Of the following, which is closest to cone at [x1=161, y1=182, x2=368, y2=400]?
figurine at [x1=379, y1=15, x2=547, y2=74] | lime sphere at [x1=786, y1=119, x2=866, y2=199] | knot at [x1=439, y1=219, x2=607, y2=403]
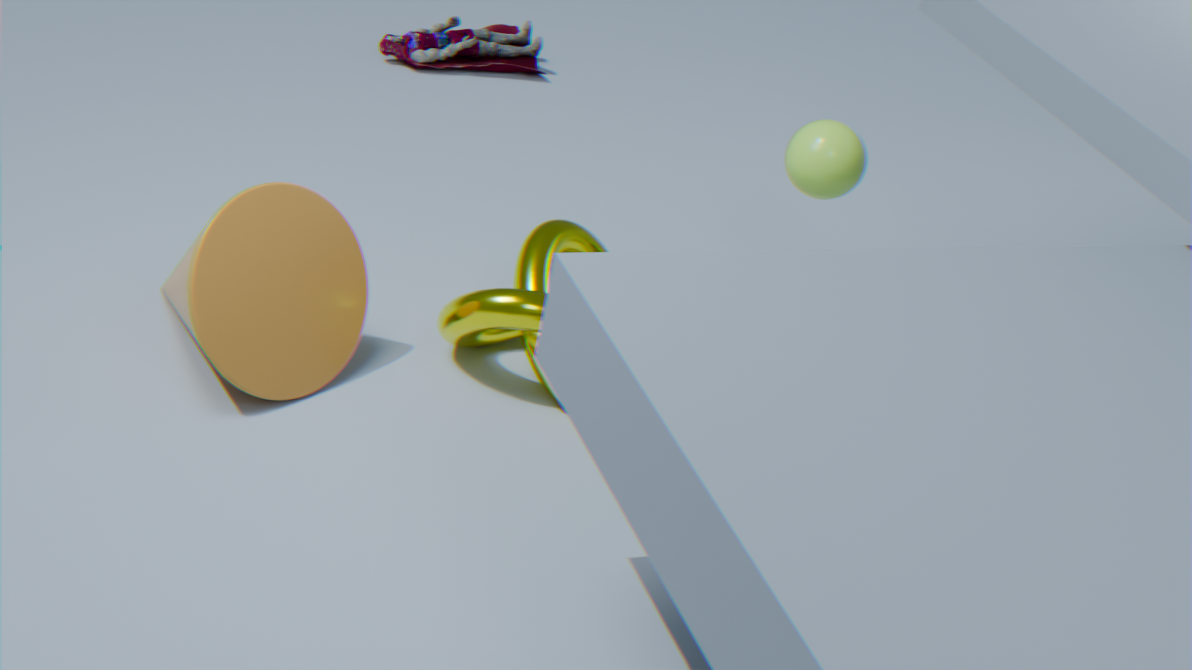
knot at [x1=439, y1=219, x2=607, y2=403]
